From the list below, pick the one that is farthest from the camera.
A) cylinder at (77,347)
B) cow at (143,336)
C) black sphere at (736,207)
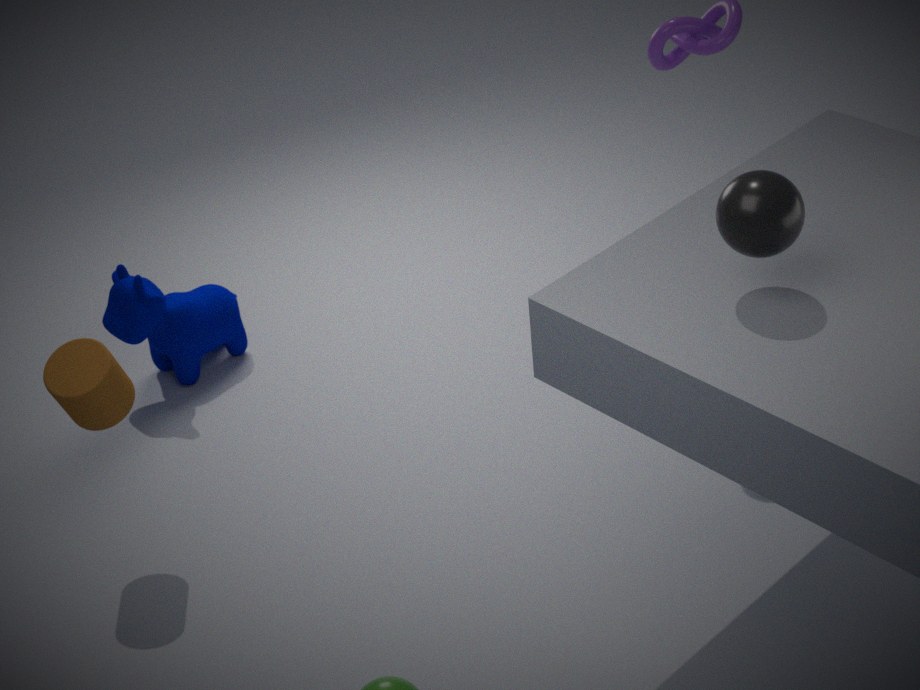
cow at (143,336)
